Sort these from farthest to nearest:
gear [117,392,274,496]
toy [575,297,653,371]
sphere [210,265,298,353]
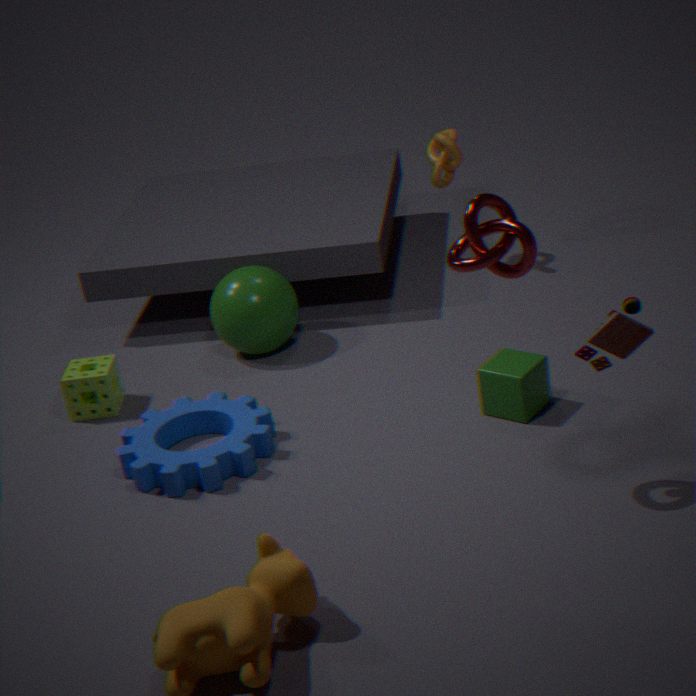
1. sphere [210,265,298,353]
2. gear [117,392,274,496]
3. toy [575,297,653,371]
